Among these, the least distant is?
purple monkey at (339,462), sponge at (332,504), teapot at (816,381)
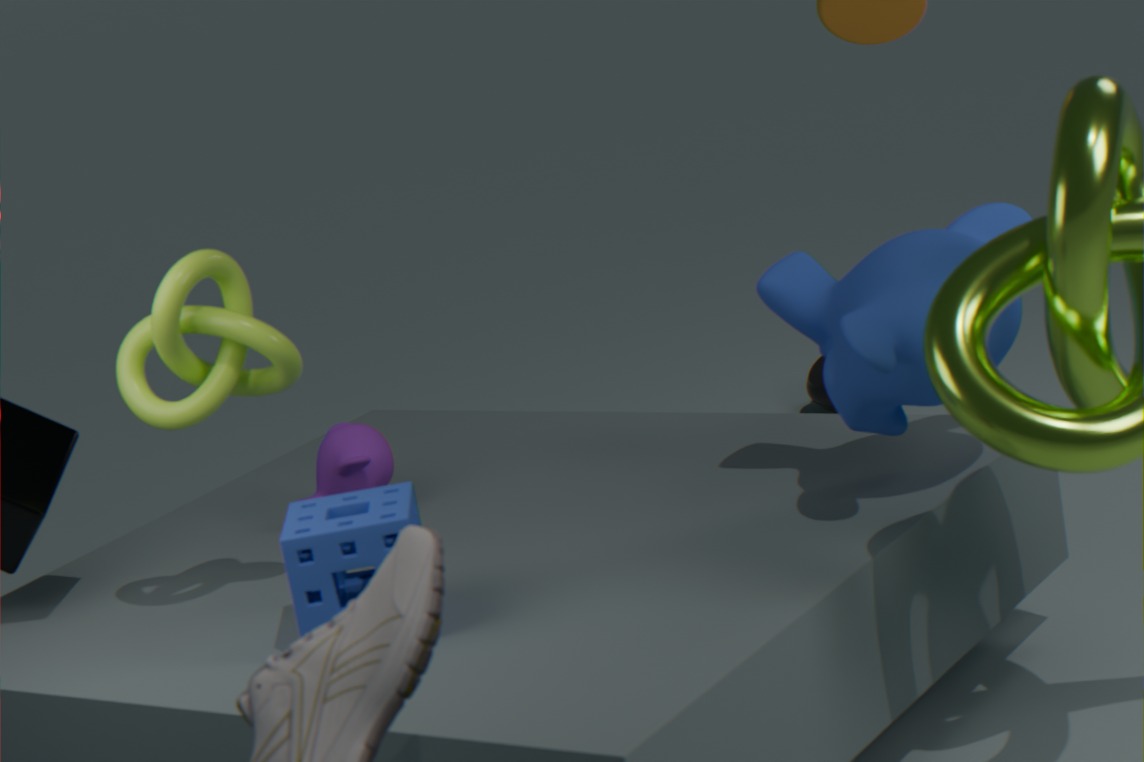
sponge at (332,504)
